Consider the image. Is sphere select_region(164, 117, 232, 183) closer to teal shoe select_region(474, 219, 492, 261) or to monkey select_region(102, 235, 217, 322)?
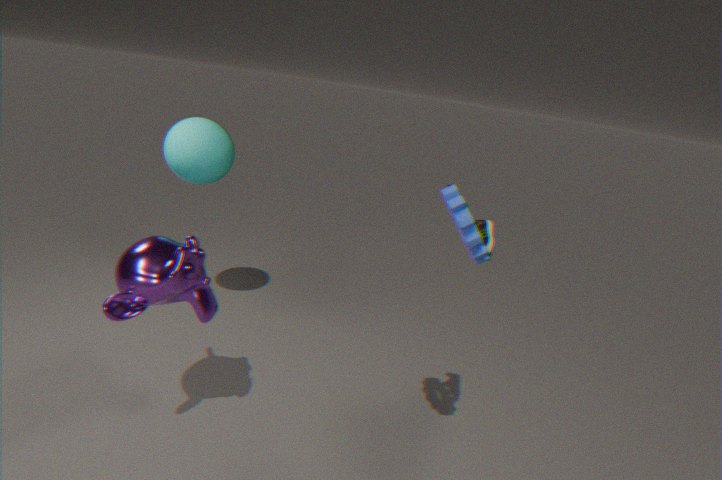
monkey select_region(102, 235, 217, 322)
